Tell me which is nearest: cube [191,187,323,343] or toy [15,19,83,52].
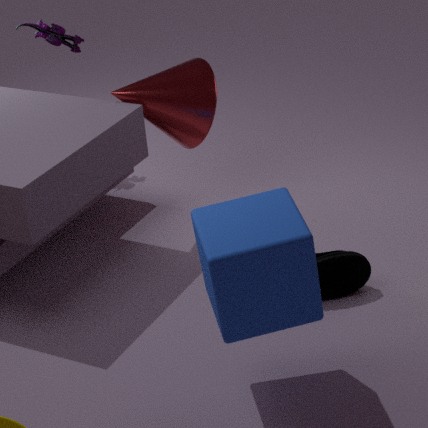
cube [191,187,323,343]
